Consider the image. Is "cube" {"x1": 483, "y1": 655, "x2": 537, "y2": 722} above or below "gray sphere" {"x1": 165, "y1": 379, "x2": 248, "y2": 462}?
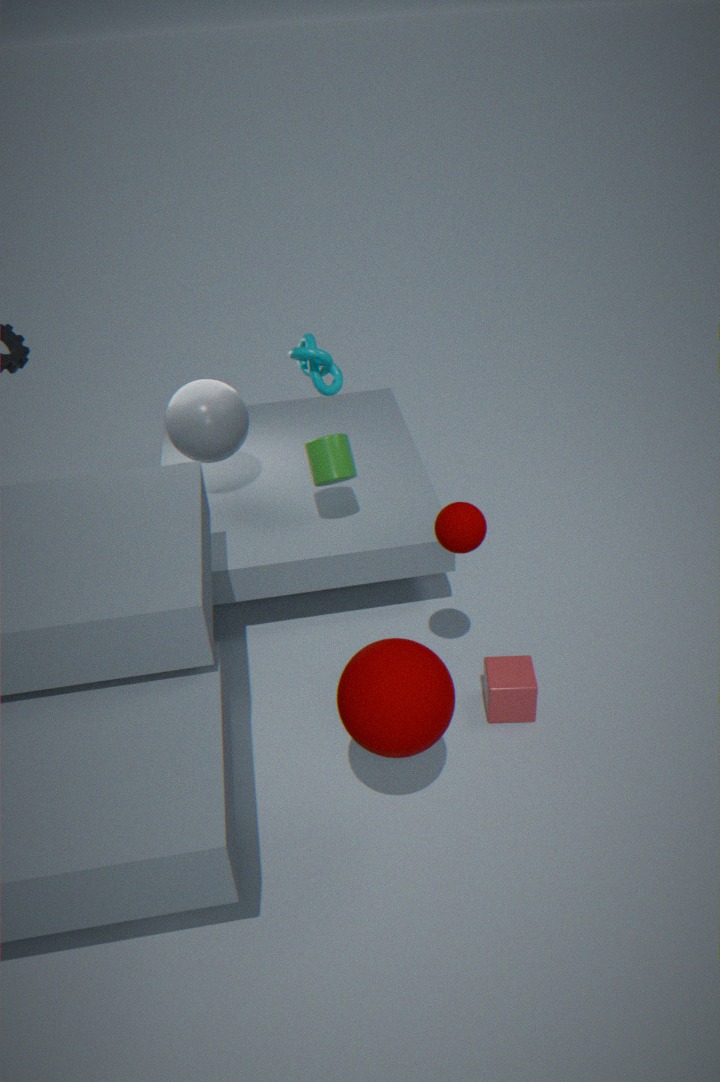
below
